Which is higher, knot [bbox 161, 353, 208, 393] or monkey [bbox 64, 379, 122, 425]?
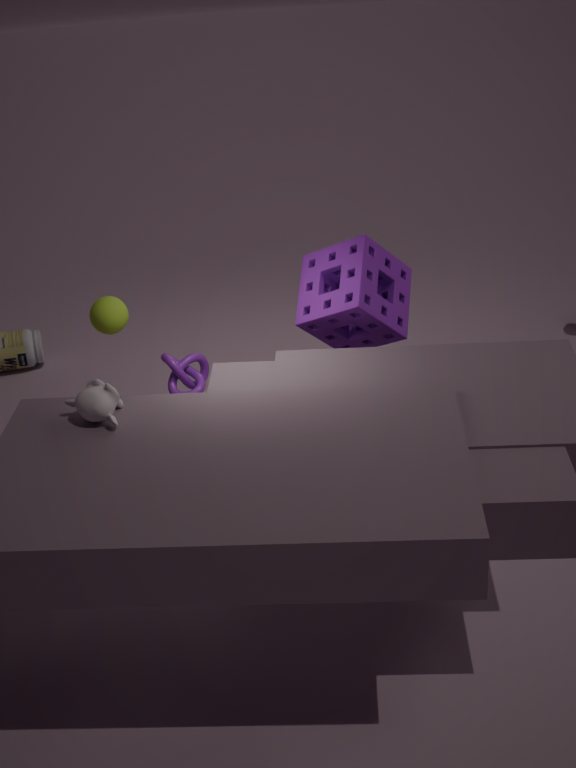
monkey [bbox 64, 379, 122, 425]
